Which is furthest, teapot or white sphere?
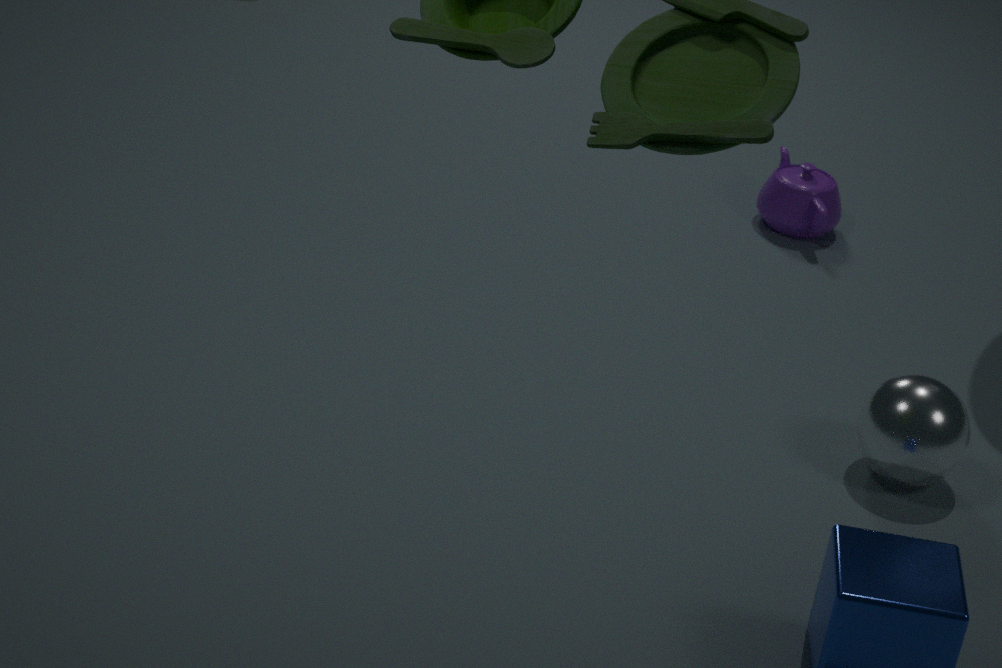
teapot
